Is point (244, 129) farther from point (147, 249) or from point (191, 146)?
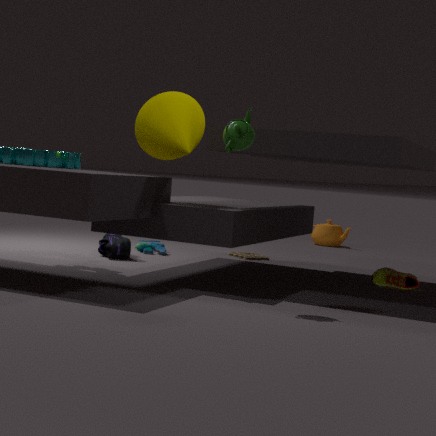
point (147, 249)
